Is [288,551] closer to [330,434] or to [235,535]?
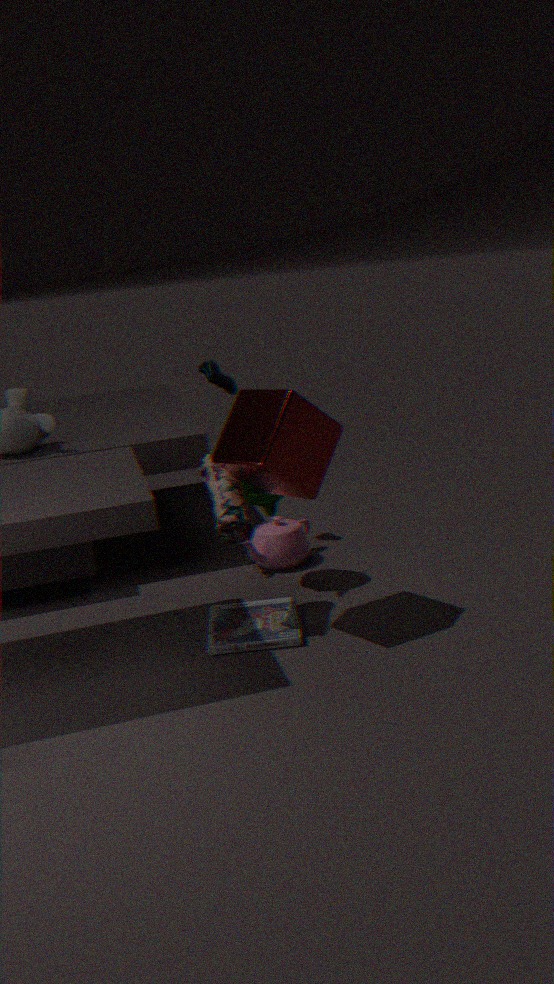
[235,535]
